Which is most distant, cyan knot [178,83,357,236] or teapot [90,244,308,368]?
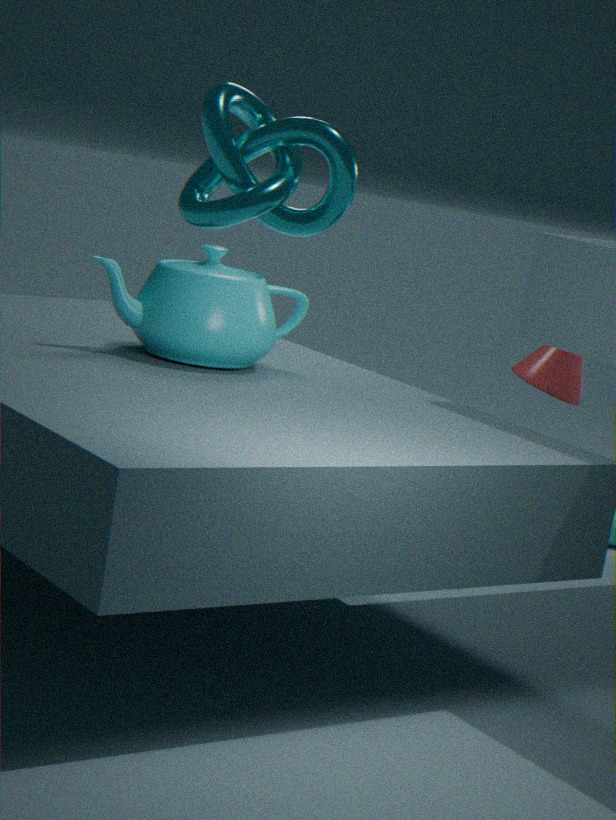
teapot [90,244,308,368]
